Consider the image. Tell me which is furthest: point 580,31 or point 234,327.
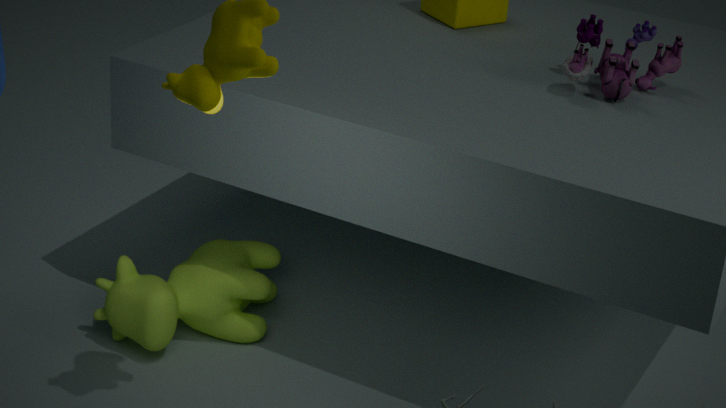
point 234,327
